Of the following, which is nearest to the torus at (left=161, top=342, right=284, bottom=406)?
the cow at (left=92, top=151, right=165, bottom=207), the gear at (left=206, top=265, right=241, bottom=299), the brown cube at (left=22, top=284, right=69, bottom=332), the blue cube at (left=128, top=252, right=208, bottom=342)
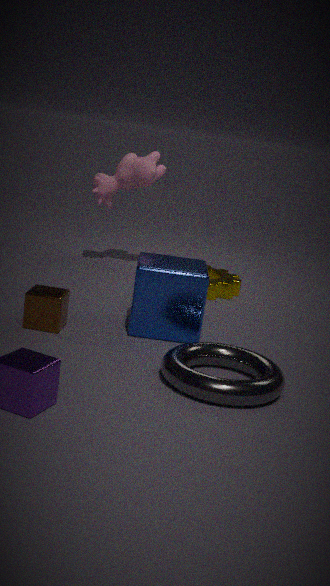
the blue cube at (left=128, top=252, right=208, bottom=342)
